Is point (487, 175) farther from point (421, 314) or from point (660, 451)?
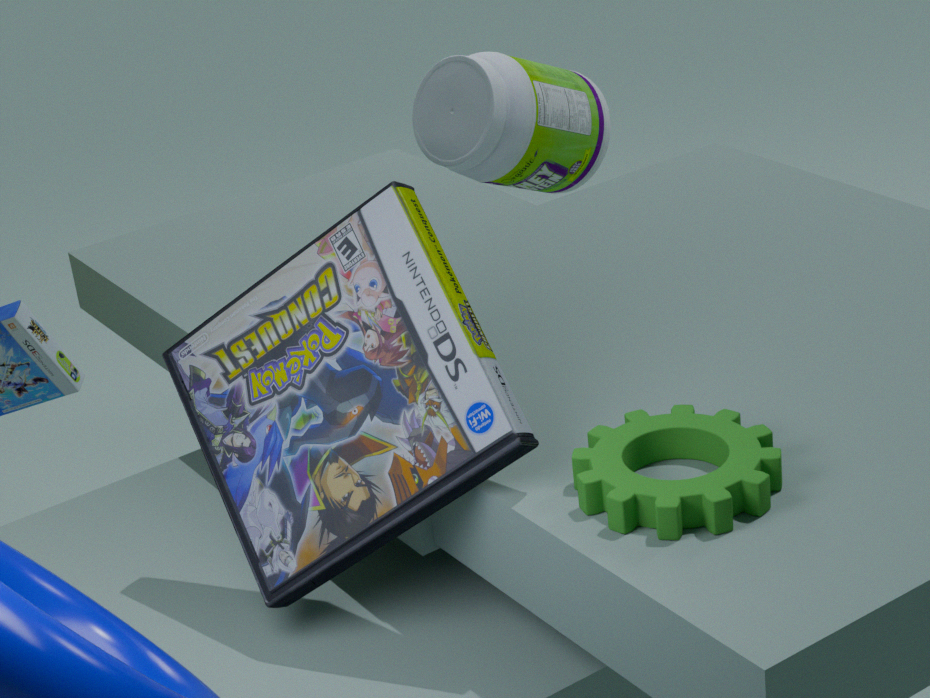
point (660, 451)
